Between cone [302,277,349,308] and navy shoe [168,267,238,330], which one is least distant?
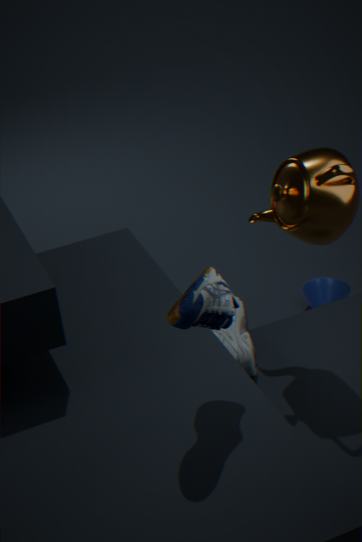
navy shoe [168,267,238,330]
